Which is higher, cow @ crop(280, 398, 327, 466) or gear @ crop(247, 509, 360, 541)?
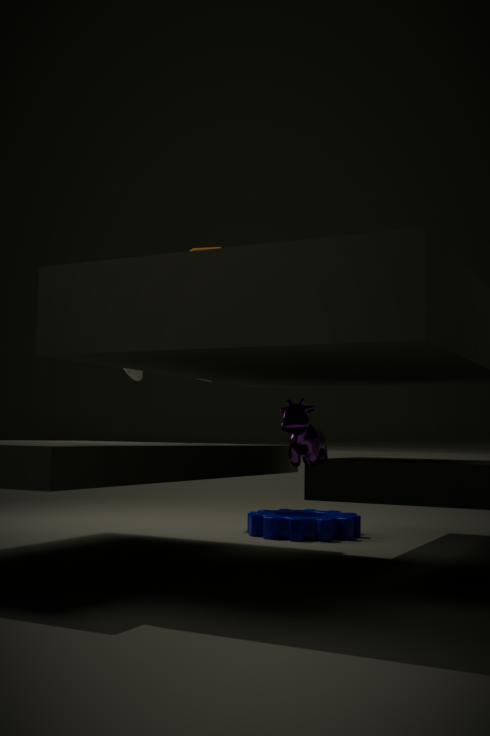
cow @ crop(280, 398, 327, 466)
